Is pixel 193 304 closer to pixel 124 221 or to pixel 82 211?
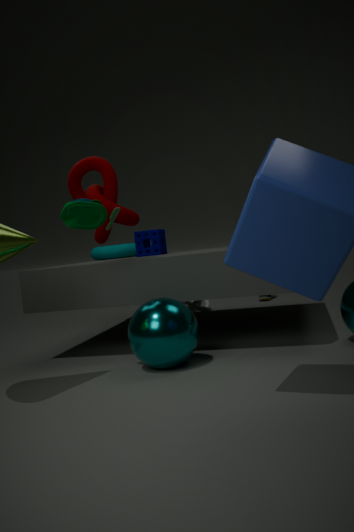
pixel 124 221
